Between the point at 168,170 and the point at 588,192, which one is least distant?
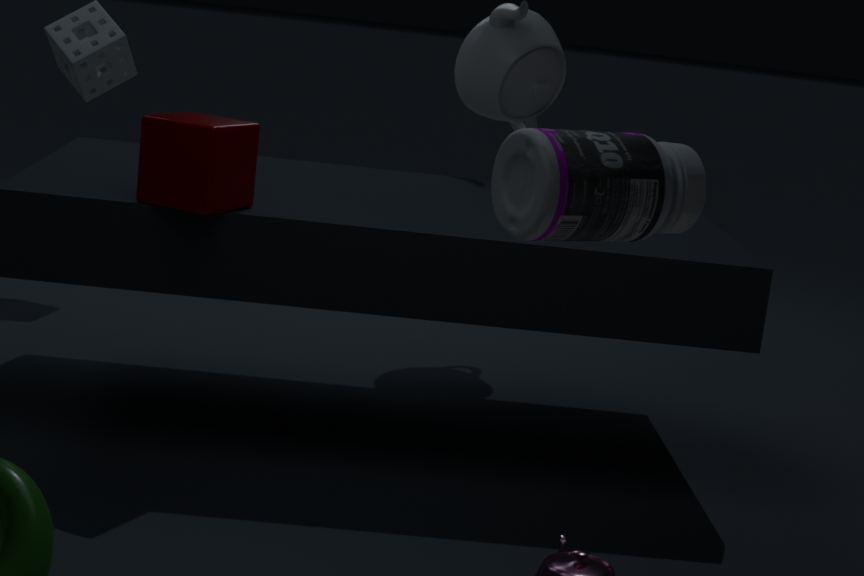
the point at 588,192
